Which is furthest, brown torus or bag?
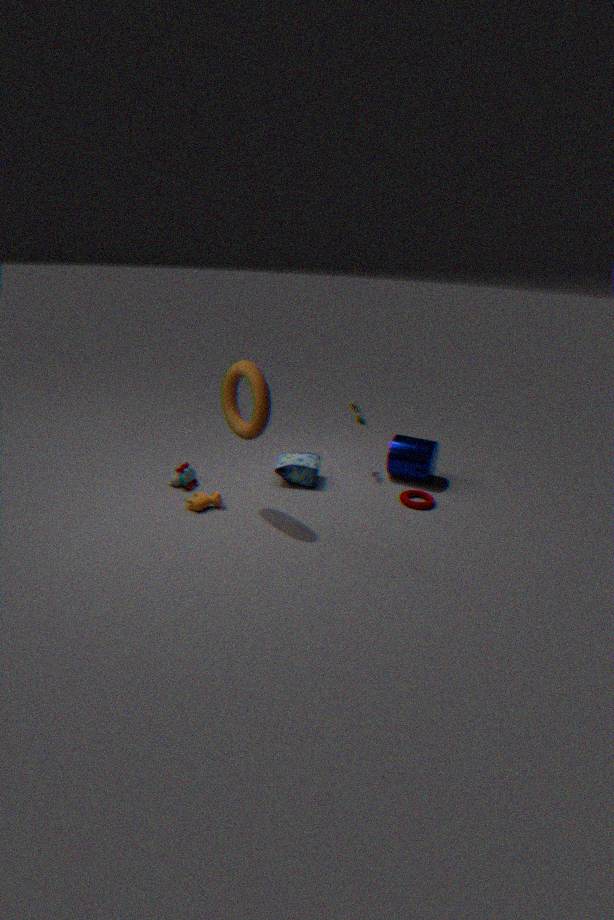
bag
